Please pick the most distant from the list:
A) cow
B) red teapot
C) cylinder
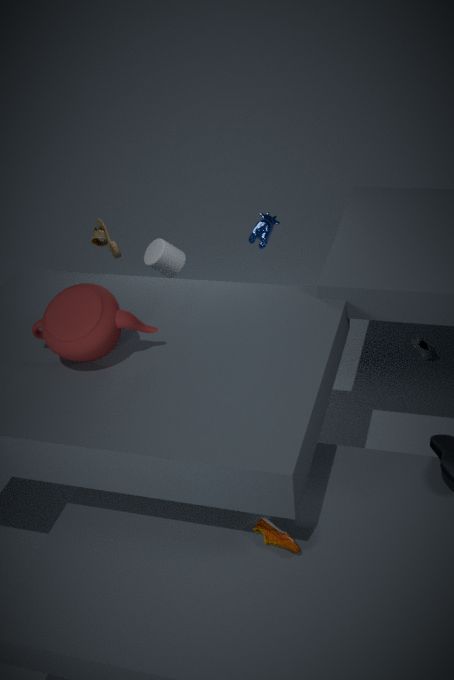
cylinder
